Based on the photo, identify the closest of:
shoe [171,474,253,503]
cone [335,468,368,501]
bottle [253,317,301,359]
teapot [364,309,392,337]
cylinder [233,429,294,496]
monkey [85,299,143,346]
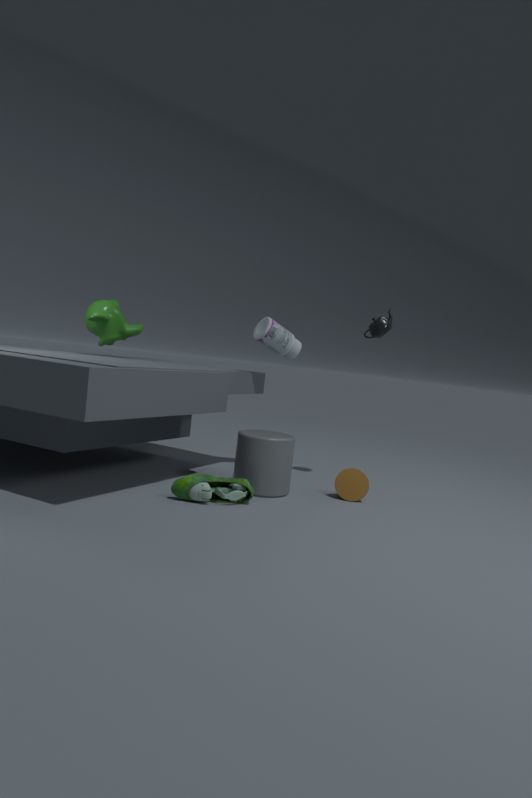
shoe [171,474,253,503]
